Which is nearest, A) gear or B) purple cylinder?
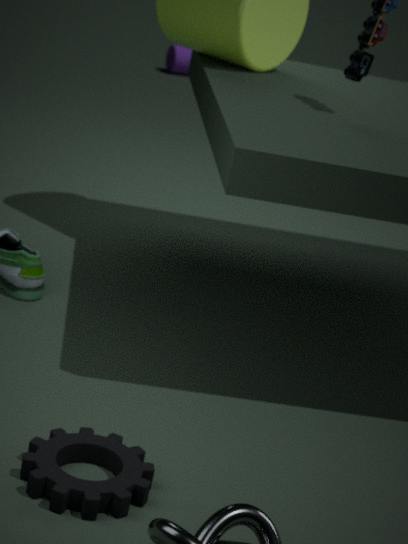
A. gear
